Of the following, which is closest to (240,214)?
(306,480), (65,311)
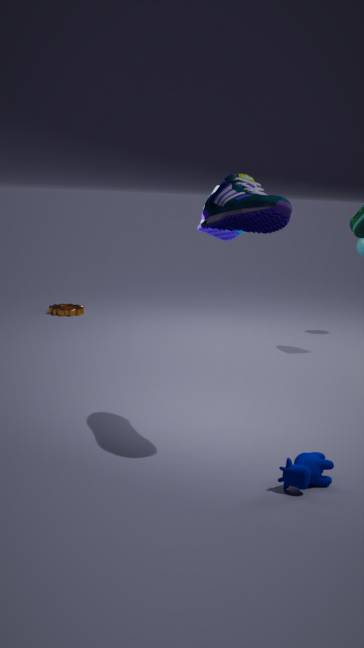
(306,480)
